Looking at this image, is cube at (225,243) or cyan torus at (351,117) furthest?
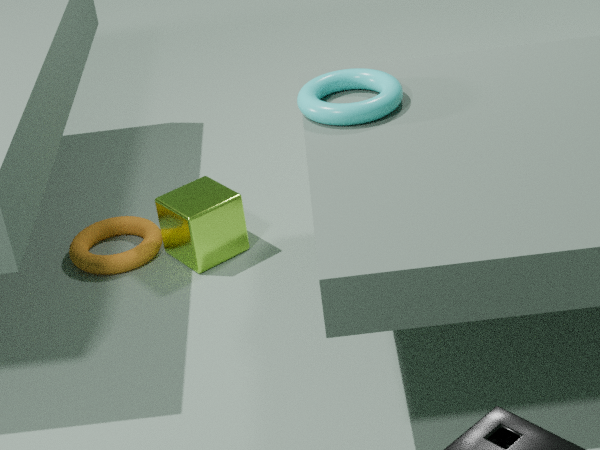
cube at (225,243)
